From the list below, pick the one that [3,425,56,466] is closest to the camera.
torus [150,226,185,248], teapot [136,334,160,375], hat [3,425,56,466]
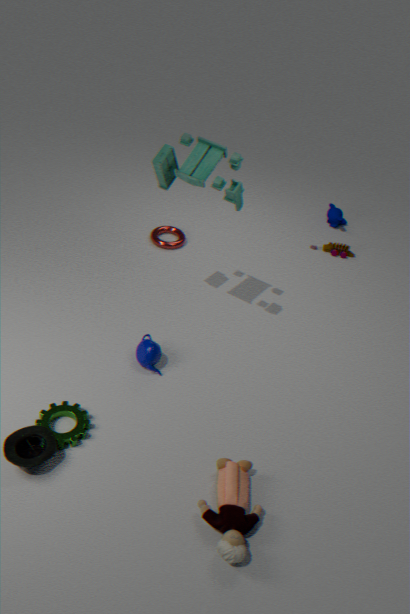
hat [3,425,56,466]
